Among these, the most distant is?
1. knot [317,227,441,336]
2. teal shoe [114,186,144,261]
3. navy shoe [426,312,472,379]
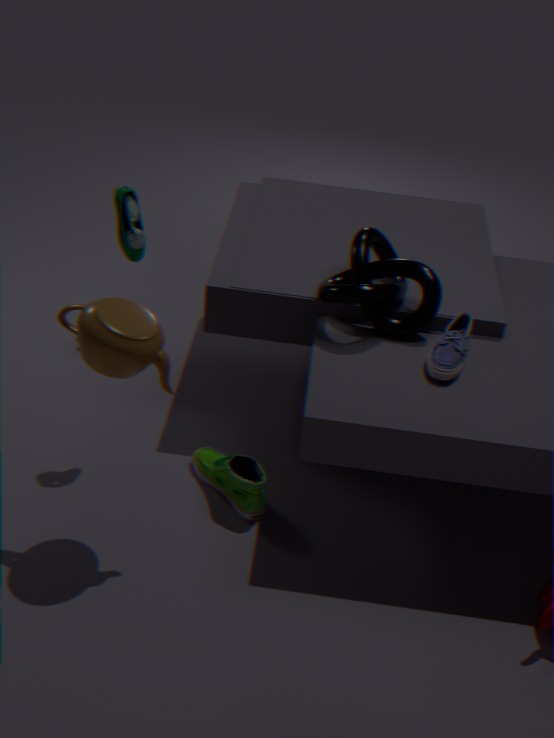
knot [317,227,441,336]
